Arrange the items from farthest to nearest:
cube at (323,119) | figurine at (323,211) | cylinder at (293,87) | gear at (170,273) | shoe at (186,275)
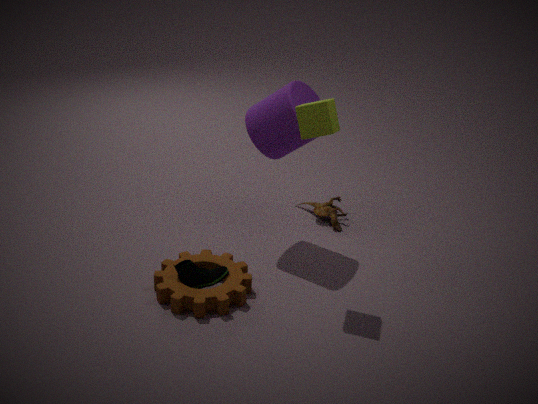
figurine at (323,211), cylinder at (293,87), shoe at (186,275), gear at (170,273), cube at (323,119)
